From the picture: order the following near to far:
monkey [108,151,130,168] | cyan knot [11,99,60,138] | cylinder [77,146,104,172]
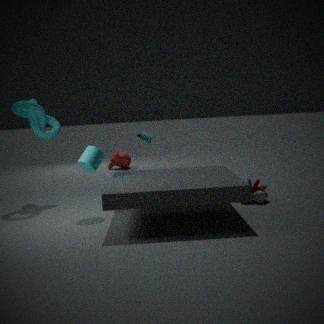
cylinder [77,146,104,172] → cyan knot [11,99,60,138] → monkey [108,151,130,168]
